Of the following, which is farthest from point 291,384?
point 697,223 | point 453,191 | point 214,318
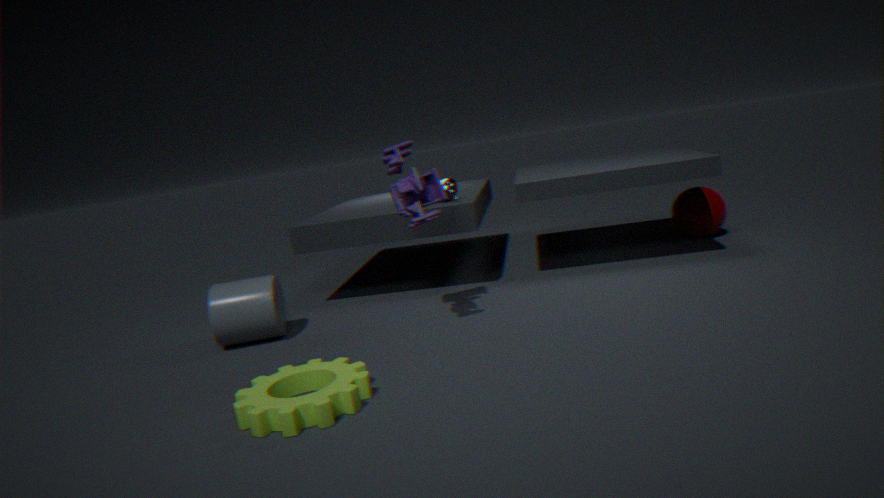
point 697,223
